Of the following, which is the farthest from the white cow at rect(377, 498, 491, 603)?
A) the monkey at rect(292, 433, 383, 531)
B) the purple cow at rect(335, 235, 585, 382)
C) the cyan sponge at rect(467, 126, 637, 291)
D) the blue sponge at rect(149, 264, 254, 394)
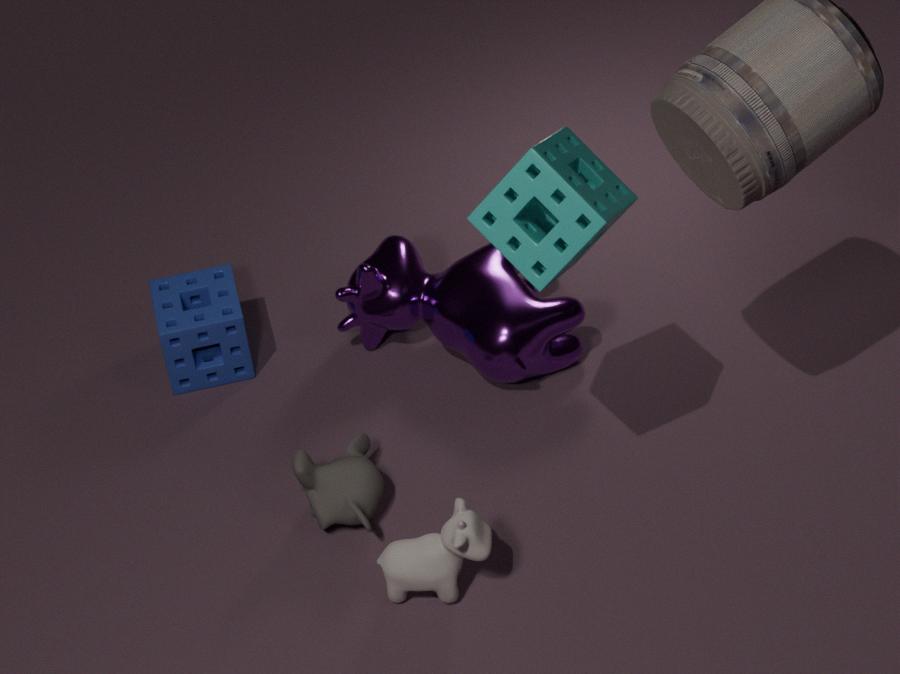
the blue sponge at rect(149, 264, 254, 394)
